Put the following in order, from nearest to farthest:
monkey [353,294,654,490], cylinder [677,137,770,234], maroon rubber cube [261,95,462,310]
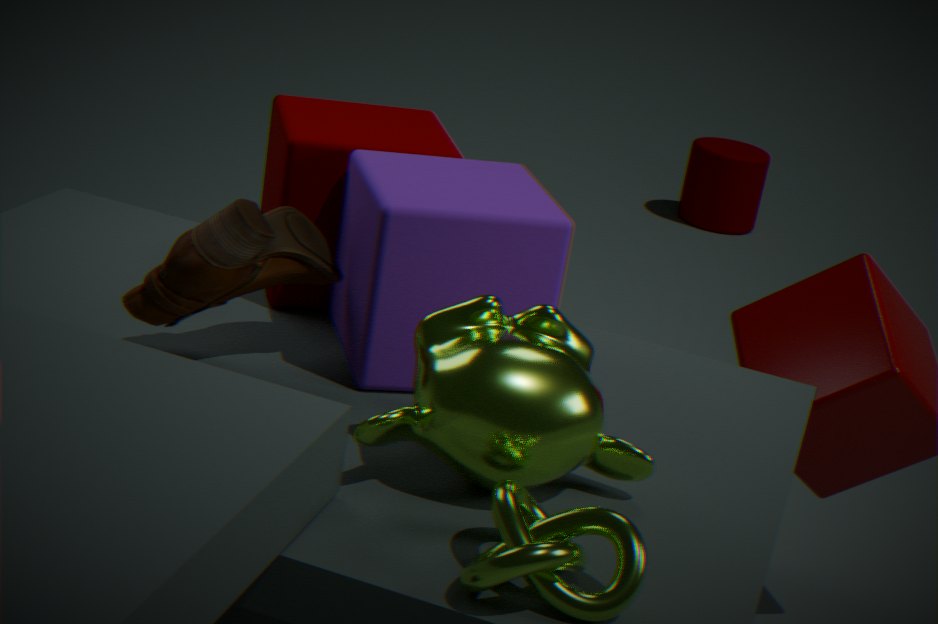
monkey [353,294,654,490] < maroon rubber cube [261,95,462,310] < cylinder [677,137,770,234]
